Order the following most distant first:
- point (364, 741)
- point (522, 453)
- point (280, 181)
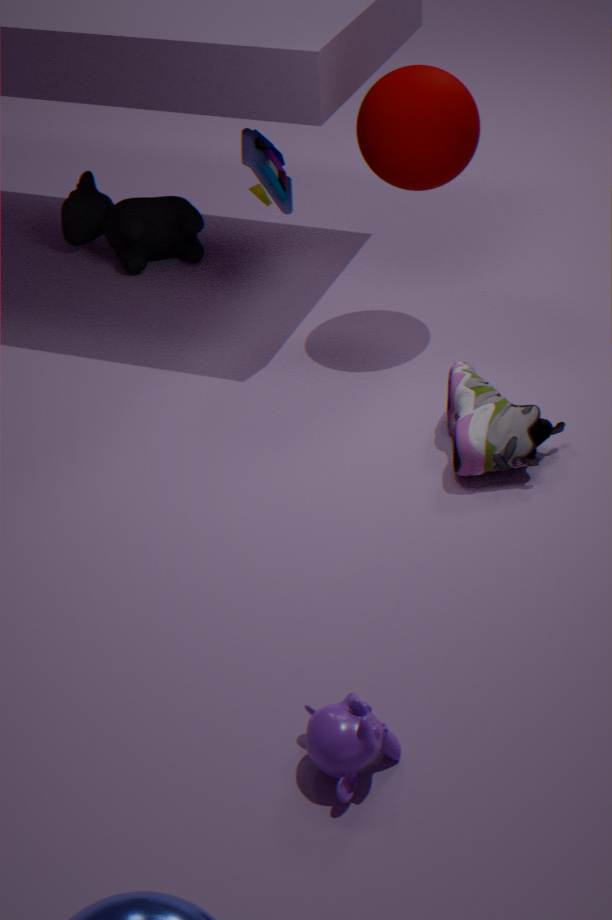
1. point (280, 181)
2. point (522, 453)
3. point (364, 741)
